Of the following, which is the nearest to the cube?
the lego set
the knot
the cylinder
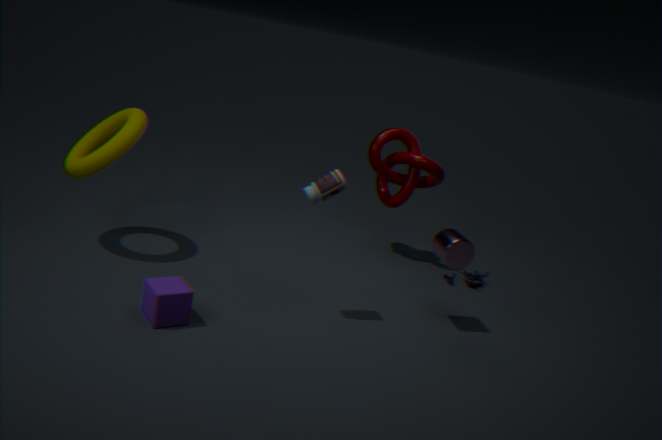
the cylinder
